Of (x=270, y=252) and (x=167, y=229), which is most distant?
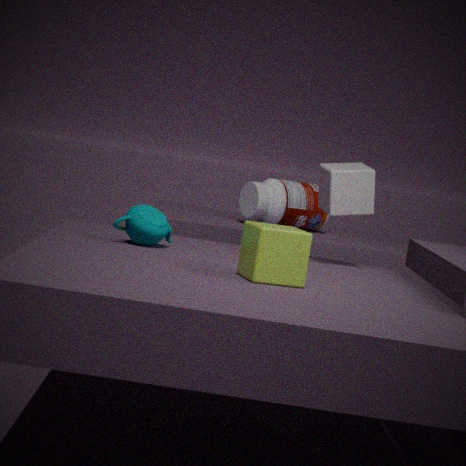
(x=167, y=229)
